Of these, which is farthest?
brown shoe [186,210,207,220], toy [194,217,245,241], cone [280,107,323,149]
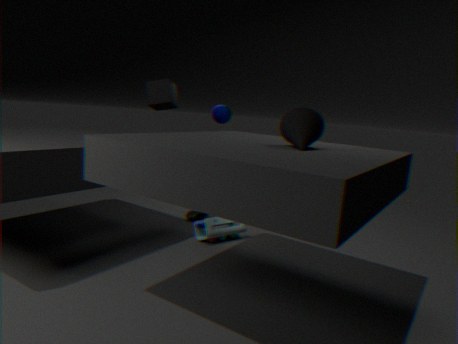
brown shoe [186,210,207,220]
